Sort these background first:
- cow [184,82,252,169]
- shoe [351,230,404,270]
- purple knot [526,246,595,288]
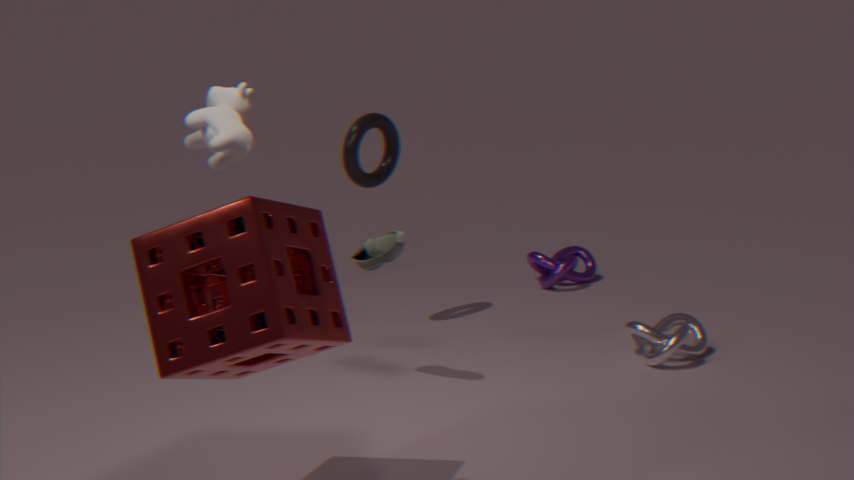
purple knot [526,246,595,288] < shoe [351,230,404,270] < cow [184,82,252,169]
